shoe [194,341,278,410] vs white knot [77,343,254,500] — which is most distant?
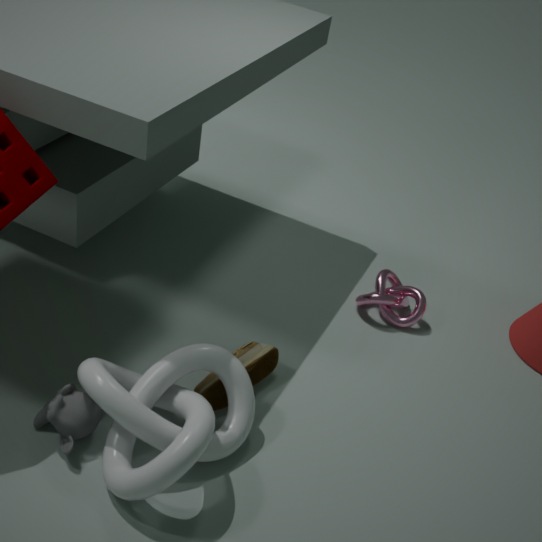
shoe [194,341,278,410]
